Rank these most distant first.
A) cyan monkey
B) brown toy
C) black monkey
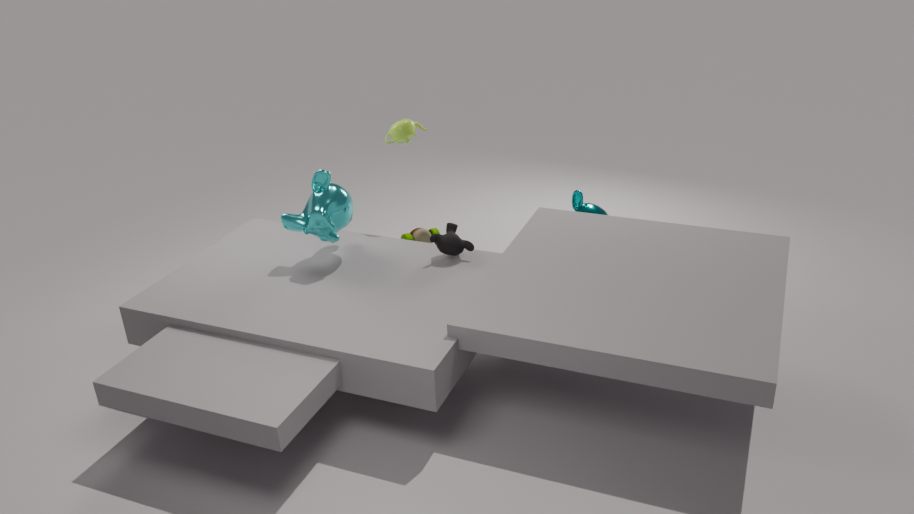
brown toy → black monkey → cyan monkey
